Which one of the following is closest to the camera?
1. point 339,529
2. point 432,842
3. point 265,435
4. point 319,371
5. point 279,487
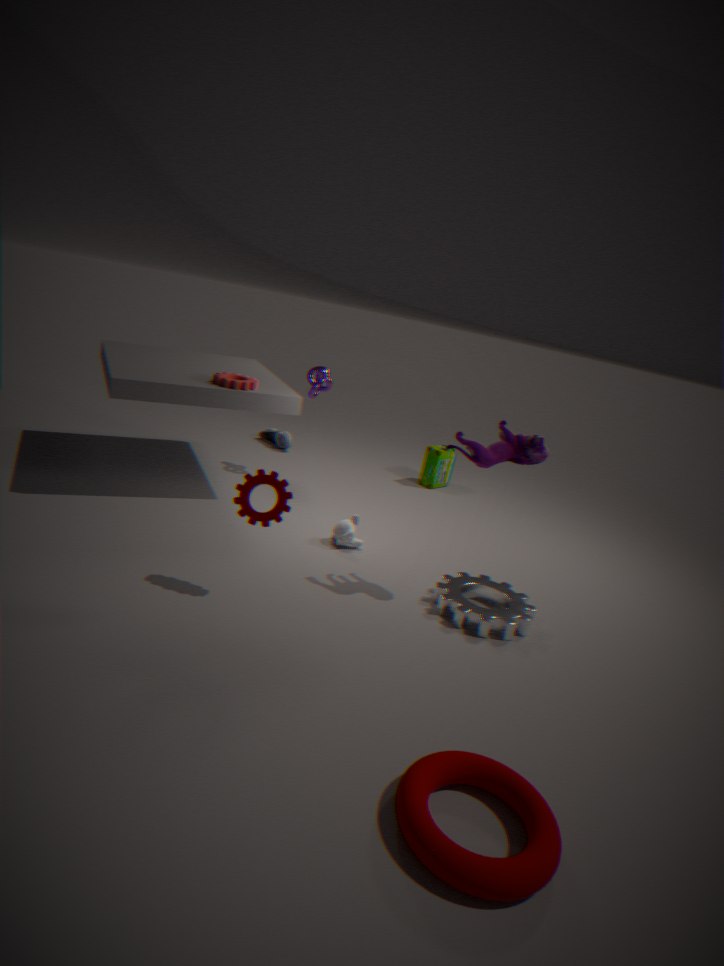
point 432,842
